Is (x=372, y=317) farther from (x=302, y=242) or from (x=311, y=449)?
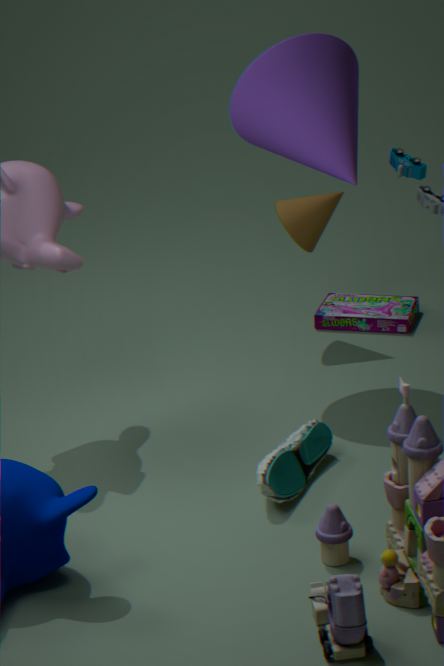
(x=311, y=449)
